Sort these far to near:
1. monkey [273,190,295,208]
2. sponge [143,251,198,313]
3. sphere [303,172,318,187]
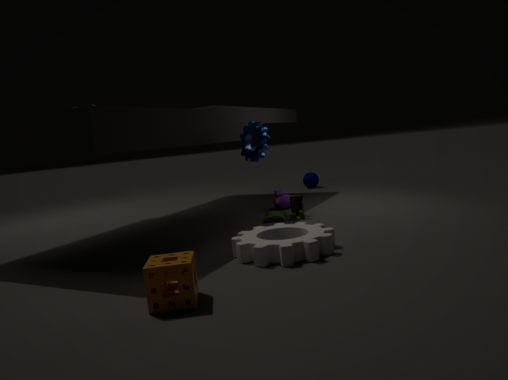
sphere [303,172,318,187]
monkey [273,190,295,208]
sponge [143,251,198,313]
